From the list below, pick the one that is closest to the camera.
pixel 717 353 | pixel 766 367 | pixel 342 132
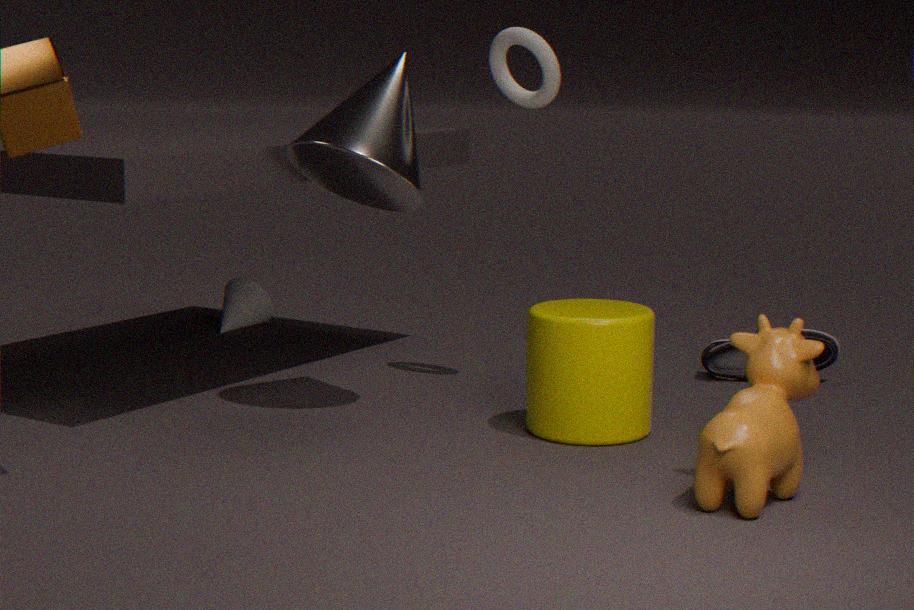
pixel 766 367
